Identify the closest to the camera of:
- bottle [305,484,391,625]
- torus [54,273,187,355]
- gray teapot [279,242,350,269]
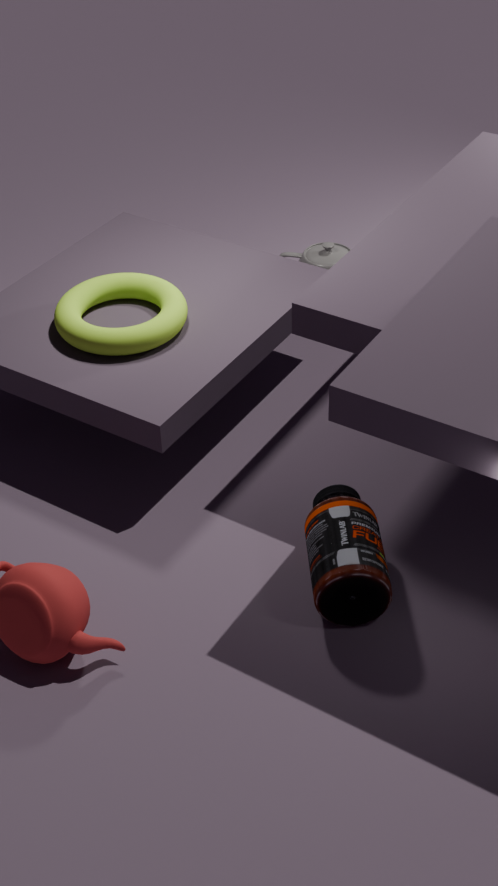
bottle [305,484,391,625]
